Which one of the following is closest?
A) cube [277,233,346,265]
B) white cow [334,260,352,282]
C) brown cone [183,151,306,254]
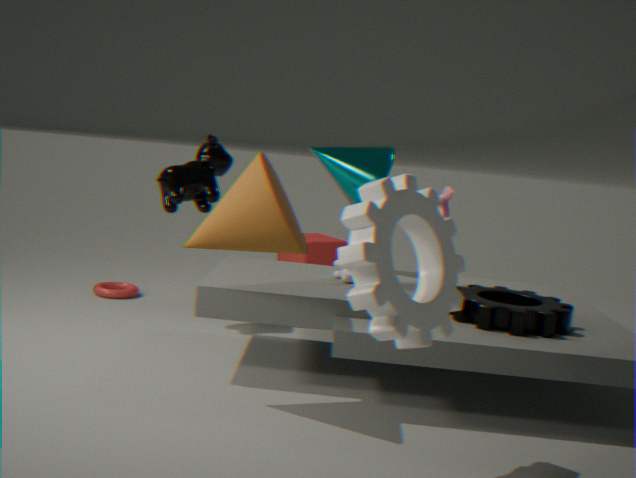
brown cone [183,151,306,254]
